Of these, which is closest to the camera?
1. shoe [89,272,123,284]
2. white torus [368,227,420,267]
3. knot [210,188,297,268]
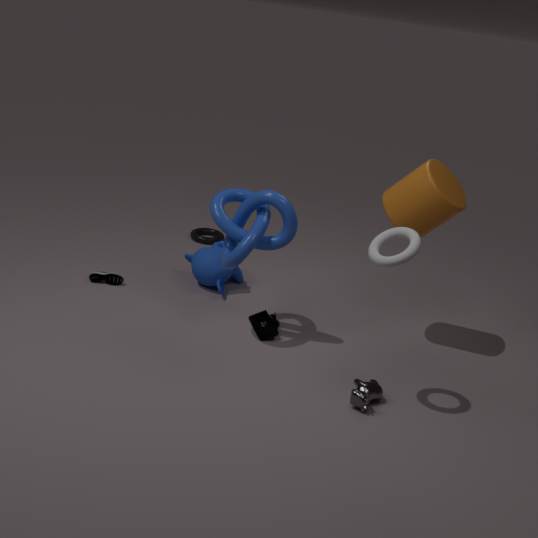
white torus [368,227,420,267]
